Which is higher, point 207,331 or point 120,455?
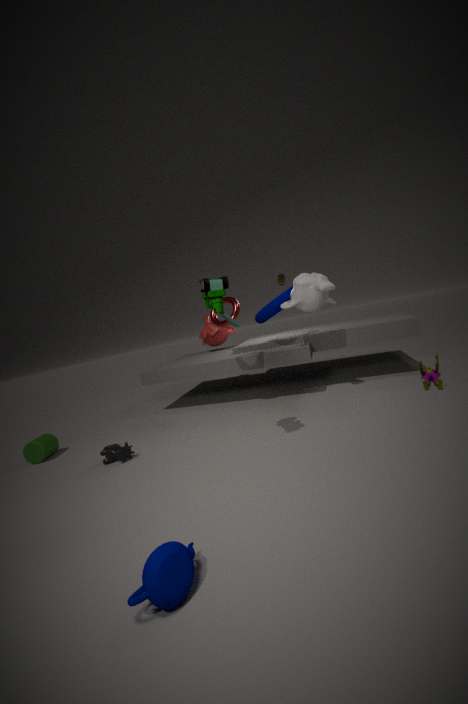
point 207,331
